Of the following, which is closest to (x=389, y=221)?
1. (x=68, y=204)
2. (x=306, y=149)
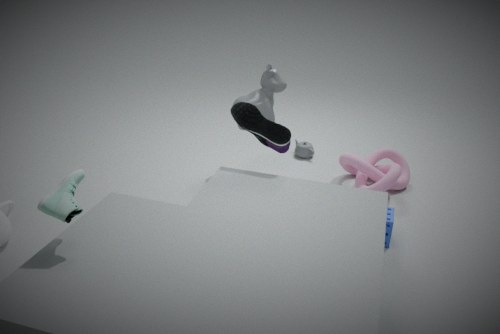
(x=306, y=149)
